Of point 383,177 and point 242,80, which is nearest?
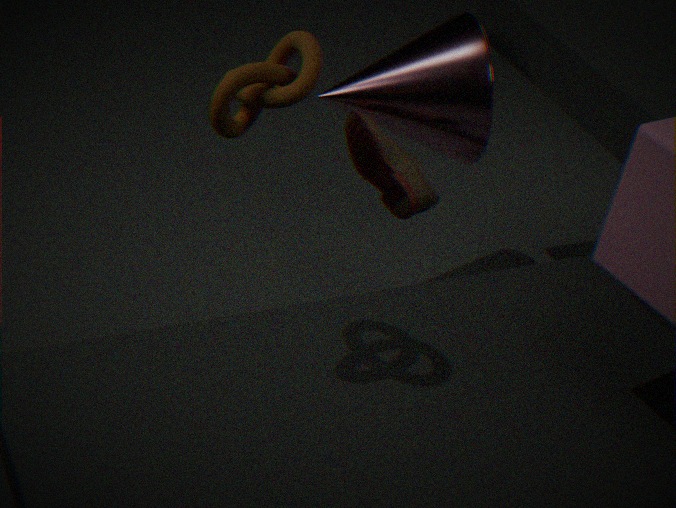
point 242,80
